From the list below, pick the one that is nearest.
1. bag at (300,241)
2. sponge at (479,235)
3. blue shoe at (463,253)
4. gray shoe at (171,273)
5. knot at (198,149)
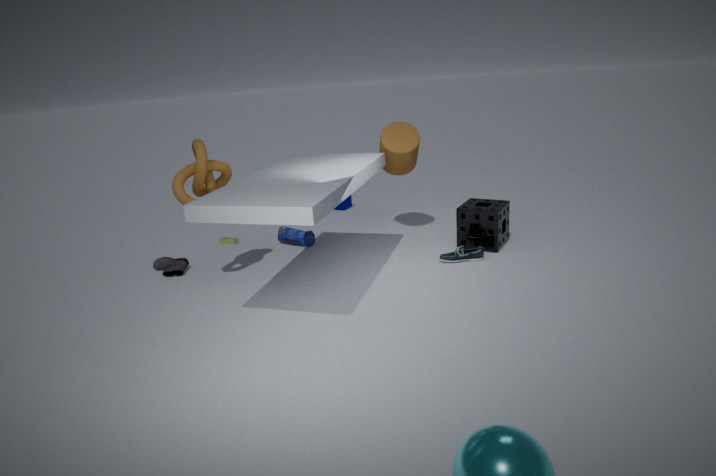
knot at (198,149)
